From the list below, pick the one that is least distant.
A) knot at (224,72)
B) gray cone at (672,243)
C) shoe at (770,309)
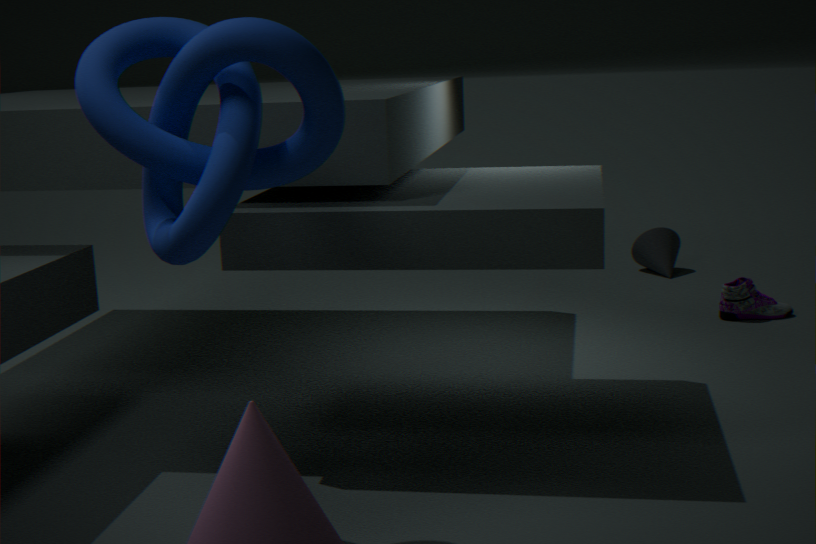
knot at (224,72)
